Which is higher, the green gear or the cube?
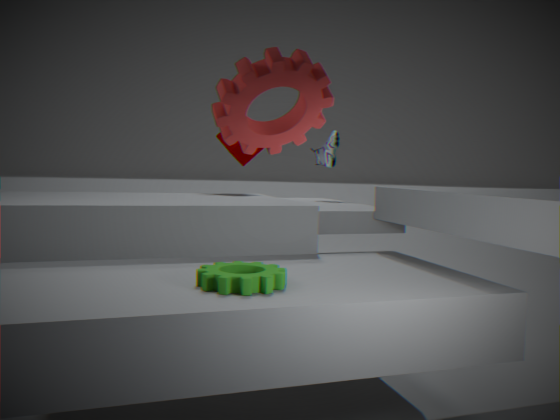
the cube
